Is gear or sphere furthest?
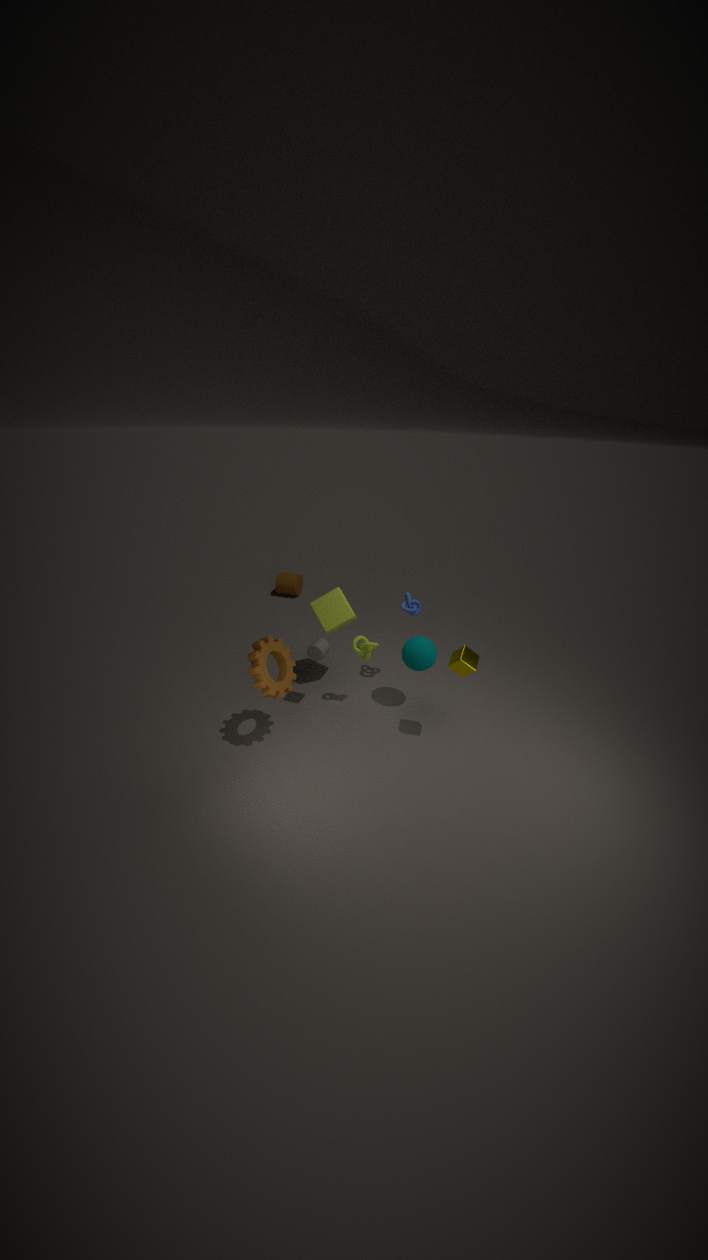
sphere
